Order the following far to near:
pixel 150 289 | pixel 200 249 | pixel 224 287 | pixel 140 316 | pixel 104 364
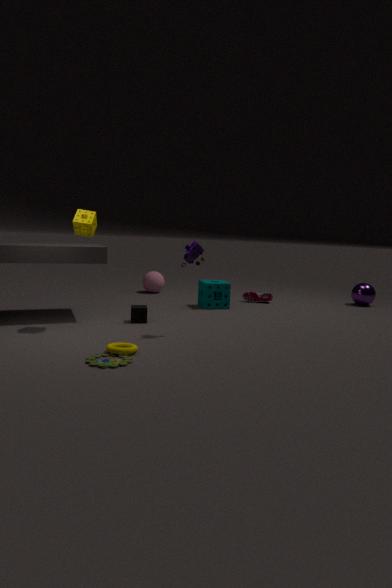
pixel 150 289
pixel 224 287
pixel 140 316
pixel 200 249
pixel 104 364
